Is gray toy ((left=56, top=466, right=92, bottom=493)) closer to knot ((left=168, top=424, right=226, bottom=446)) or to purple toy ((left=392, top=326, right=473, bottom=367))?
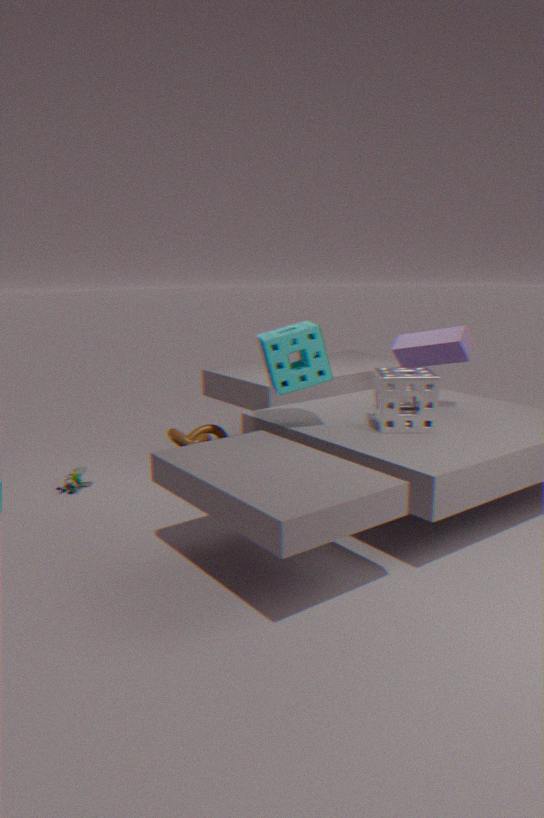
knot ((left=168, top=424, right=226, bottom=446))
